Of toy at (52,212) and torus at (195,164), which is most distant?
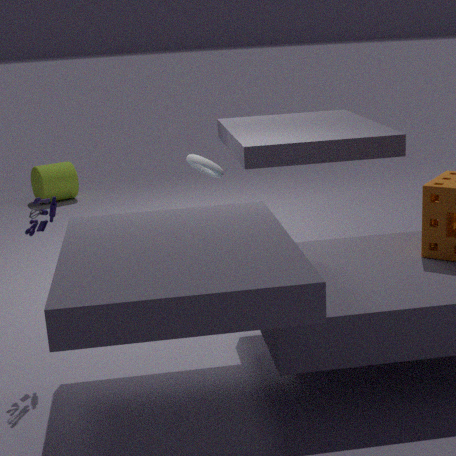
torus at (195,164)
